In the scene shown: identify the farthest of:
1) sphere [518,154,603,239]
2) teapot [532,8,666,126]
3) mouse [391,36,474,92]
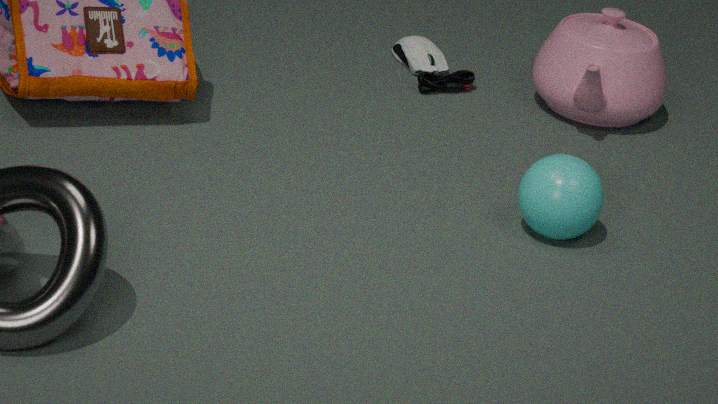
3. mouse [391,36,474,92]
